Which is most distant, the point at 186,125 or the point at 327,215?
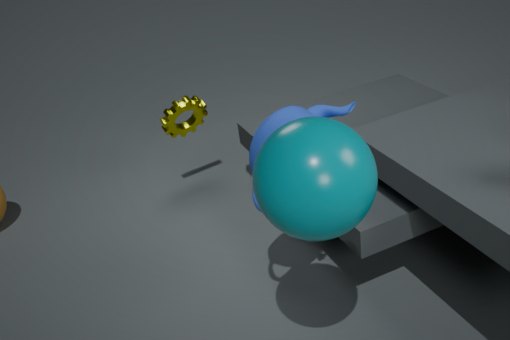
the point at 186,125
